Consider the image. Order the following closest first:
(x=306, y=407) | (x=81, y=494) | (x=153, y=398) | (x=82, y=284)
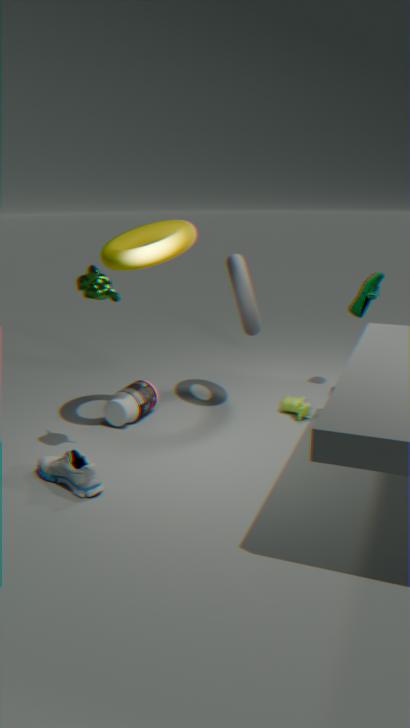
1. (x=82, y=284)
2. (x=81, y=494)
3. (x=306, y=407)
4. (x=153, y=398)
